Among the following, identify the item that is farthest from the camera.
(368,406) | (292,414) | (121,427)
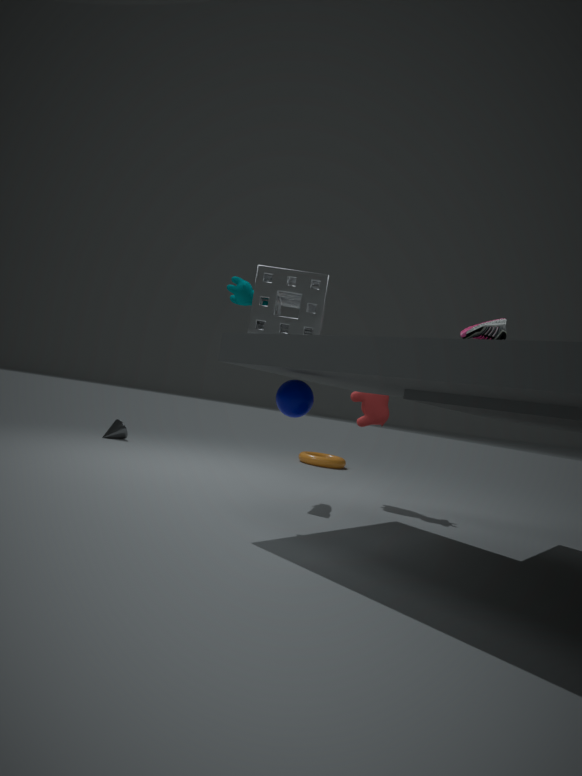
(121,427)
